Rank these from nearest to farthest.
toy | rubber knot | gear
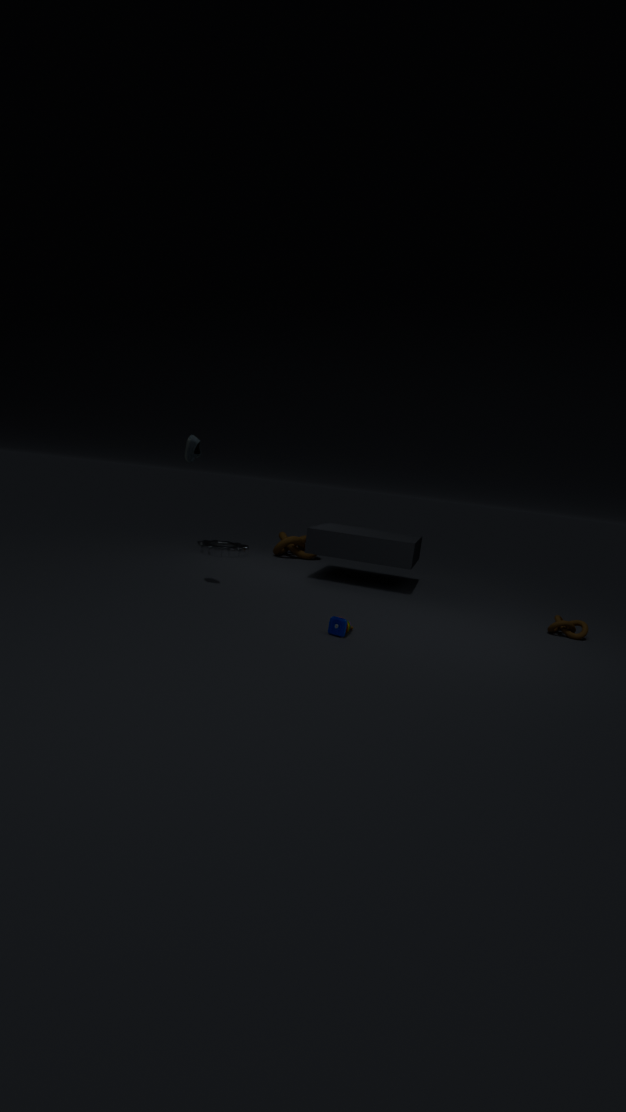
toy → rubber knot → gear
